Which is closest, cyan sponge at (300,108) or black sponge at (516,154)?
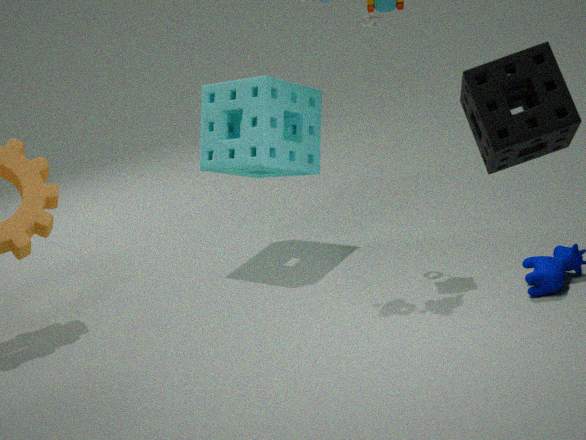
black sponge at (516,154)
